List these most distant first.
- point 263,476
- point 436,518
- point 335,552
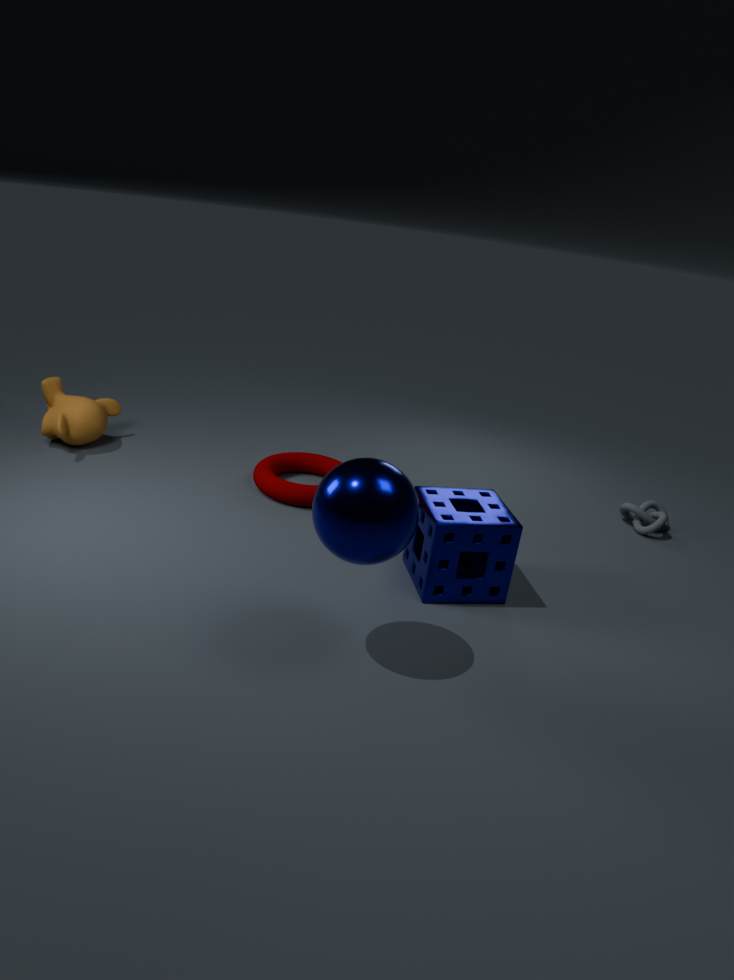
point 263,476 < point 436,518 < point 335,552
